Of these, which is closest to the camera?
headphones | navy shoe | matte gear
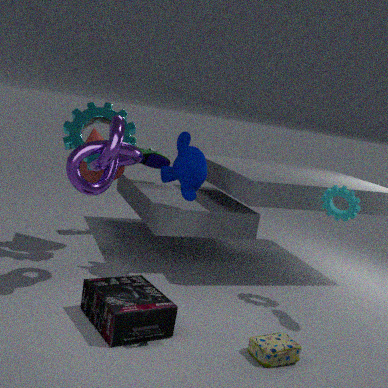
headphones
